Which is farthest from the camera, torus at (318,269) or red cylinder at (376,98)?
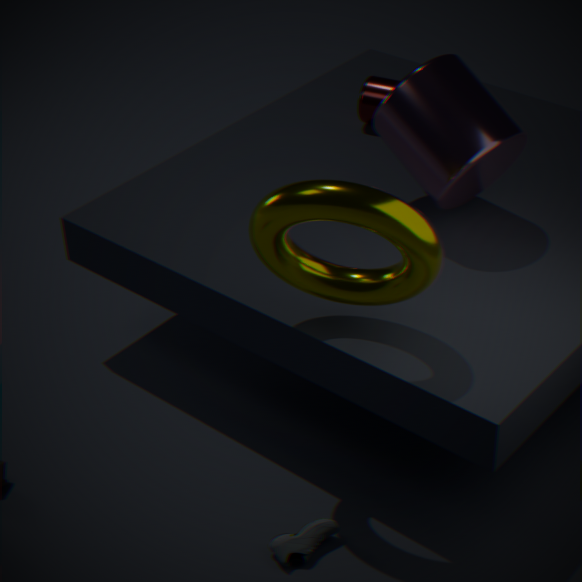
red cylinder at (376,98)
